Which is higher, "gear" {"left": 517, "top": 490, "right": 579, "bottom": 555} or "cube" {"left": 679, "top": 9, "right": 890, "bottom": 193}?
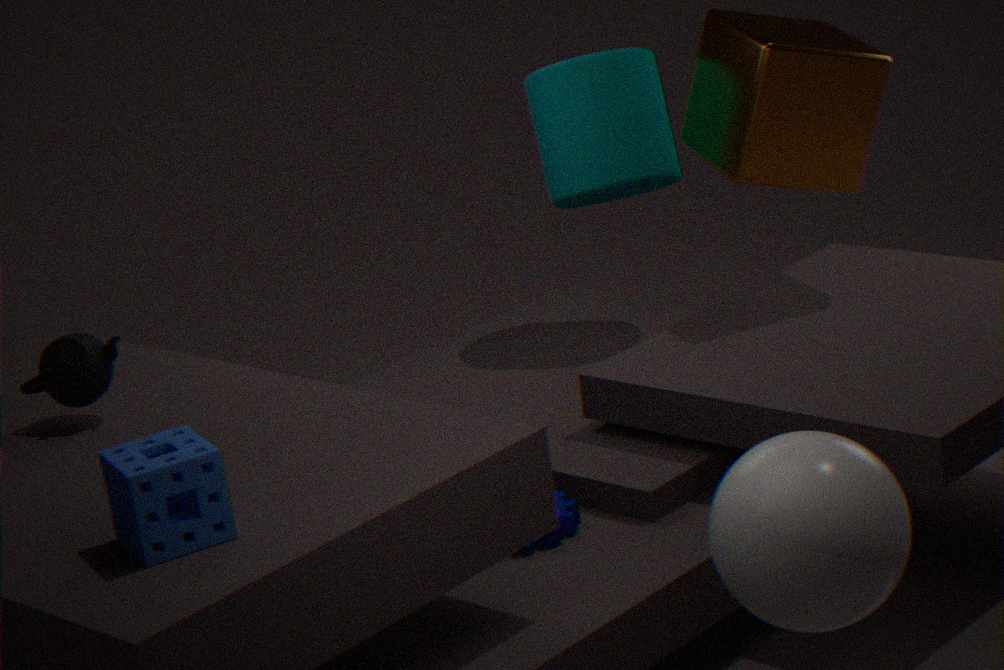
"cube" {"left": 679, "top": 9, "right": 890, "bottom": 193}
